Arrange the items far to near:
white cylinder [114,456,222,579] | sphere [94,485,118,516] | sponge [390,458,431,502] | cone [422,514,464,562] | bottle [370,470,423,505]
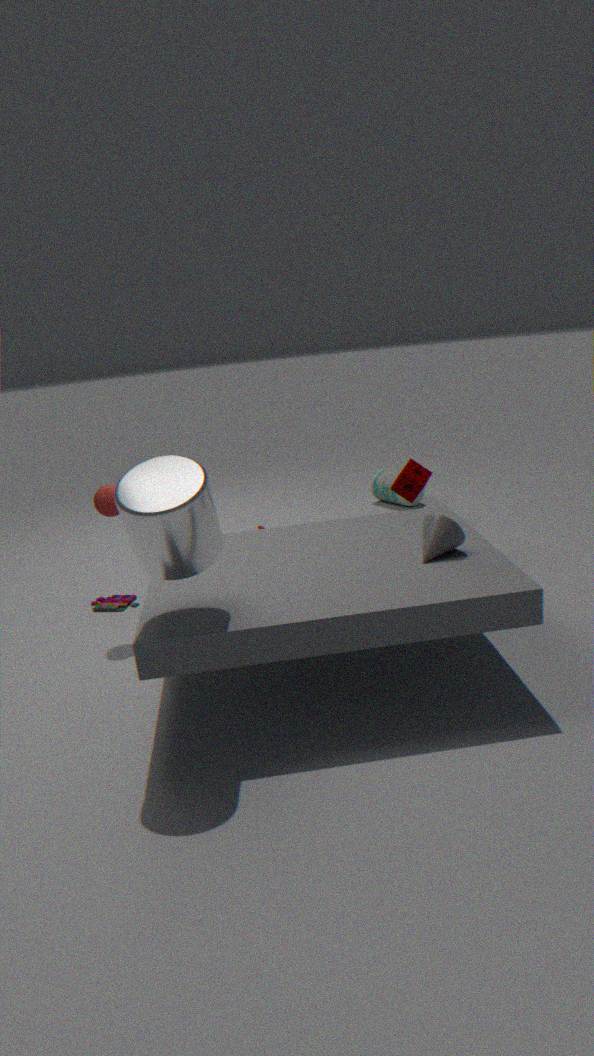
bottle [370,470,423,505], sponge [390,458,431,502], sphere [94,485,118,516], cone [422,514,464,562], white cylinder [114,456,222,579]
